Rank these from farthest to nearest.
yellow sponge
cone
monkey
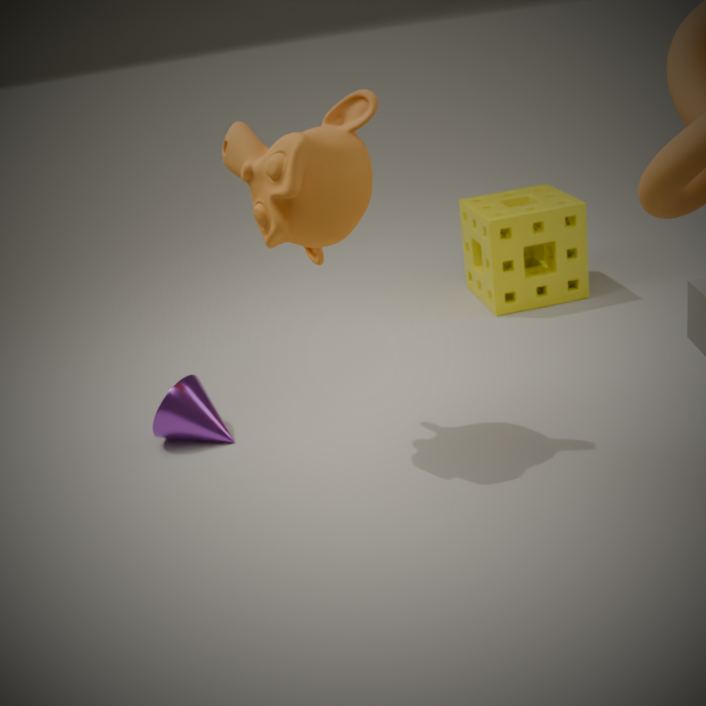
yellow sponge, cone, monkey
